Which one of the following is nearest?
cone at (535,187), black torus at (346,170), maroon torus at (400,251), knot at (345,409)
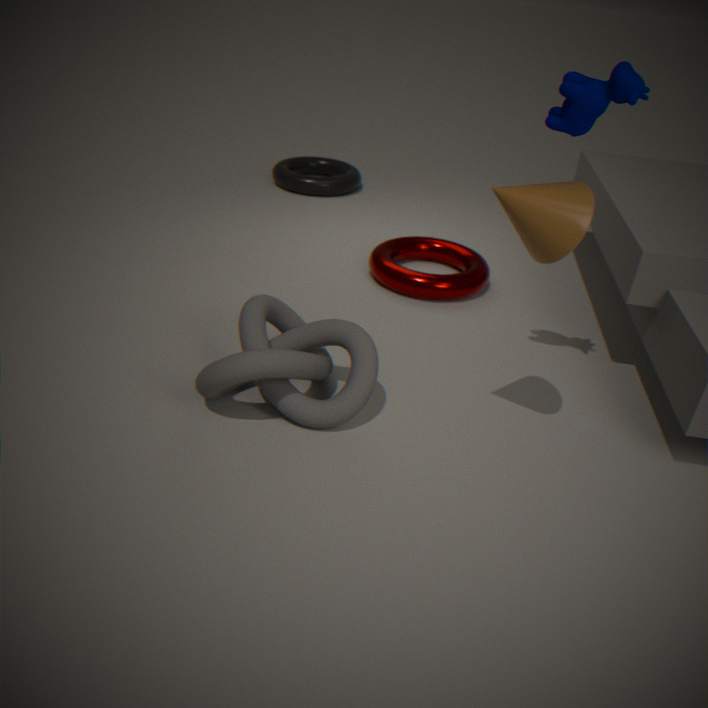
cone at (535,187)
